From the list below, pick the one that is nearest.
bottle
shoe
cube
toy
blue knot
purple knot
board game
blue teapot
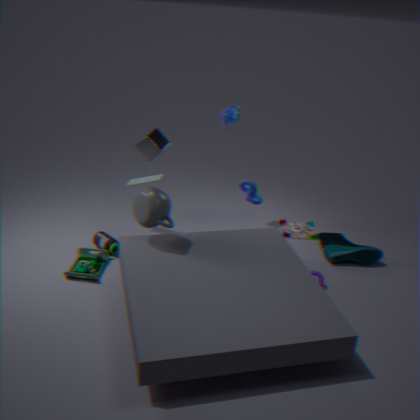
toy
